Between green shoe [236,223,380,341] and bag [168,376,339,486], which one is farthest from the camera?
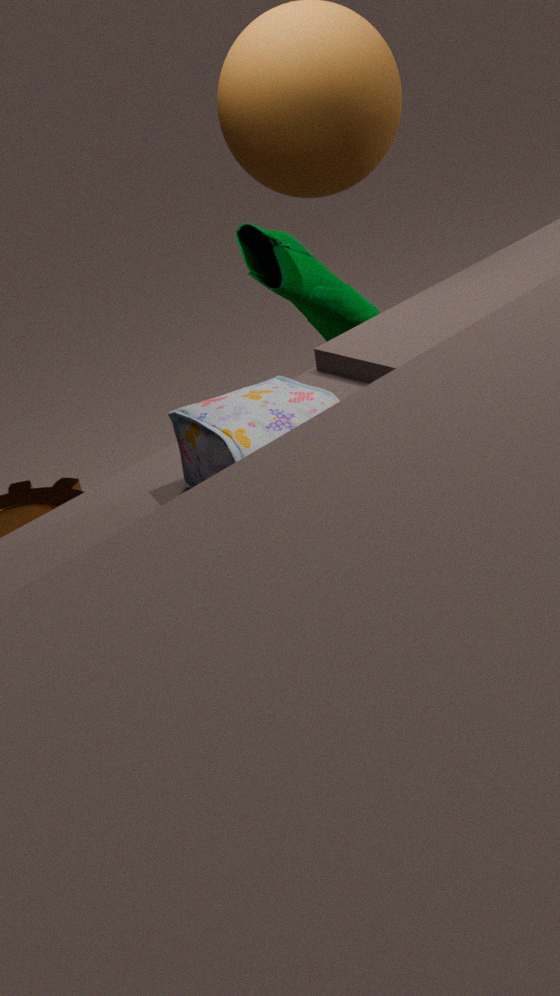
green shoe [236,223,380,341]
